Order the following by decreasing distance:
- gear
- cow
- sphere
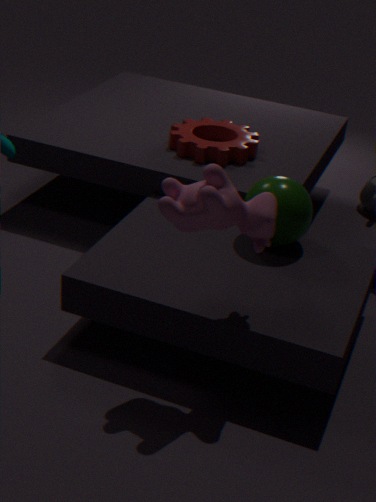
1. gear
2. sphere
3. cow
